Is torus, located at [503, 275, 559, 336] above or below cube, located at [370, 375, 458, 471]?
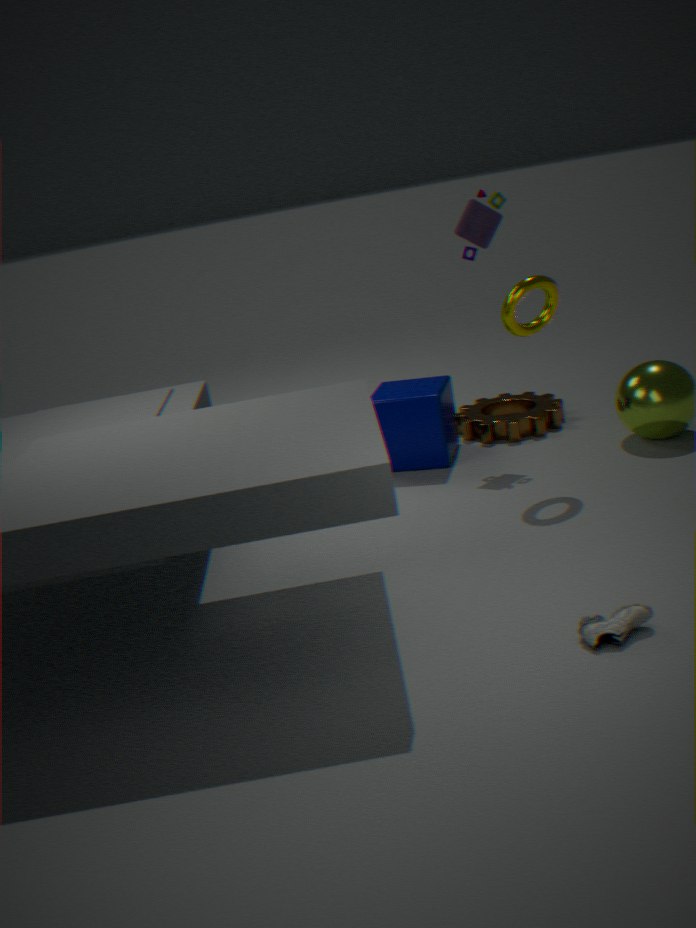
above
